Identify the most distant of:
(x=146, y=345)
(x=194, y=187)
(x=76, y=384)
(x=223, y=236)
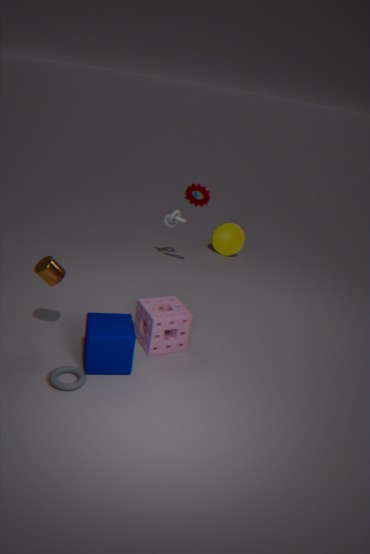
(x=223, y=236)
